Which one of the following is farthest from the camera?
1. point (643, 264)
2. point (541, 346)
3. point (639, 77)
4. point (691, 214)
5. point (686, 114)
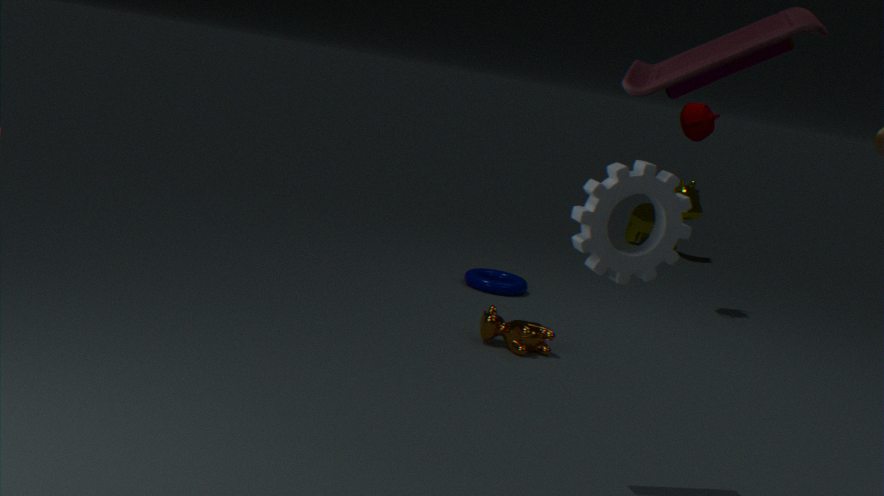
point (691, 214)
